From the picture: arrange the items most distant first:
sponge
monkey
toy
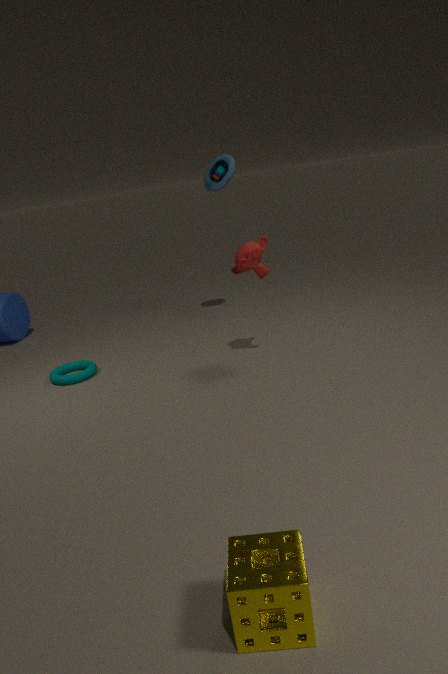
toy < monkey < sponge
